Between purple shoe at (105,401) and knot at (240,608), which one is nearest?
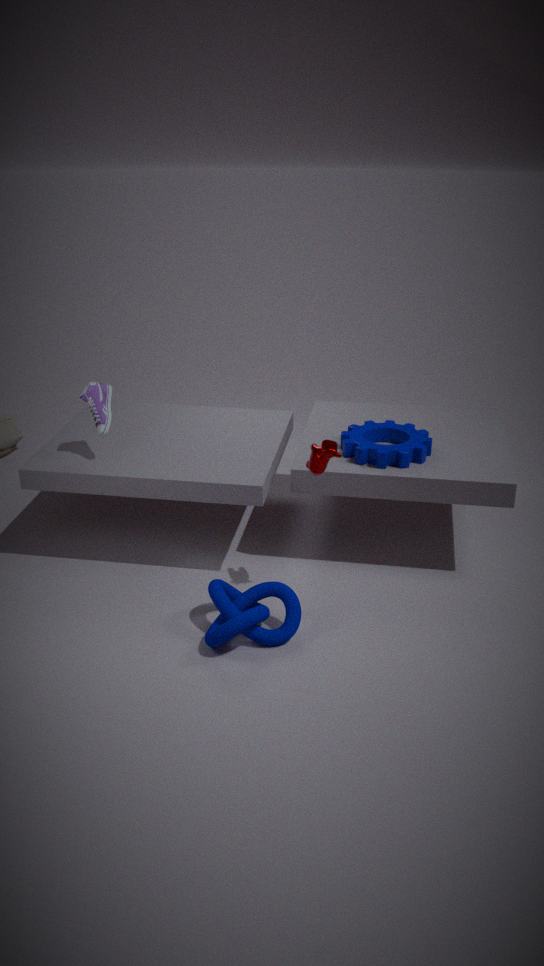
knot at (240,608)
